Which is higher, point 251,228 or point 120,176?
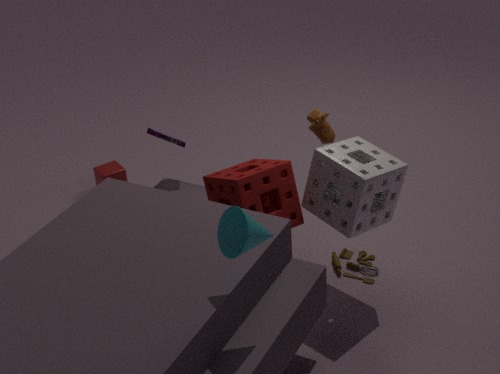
point 251,228
